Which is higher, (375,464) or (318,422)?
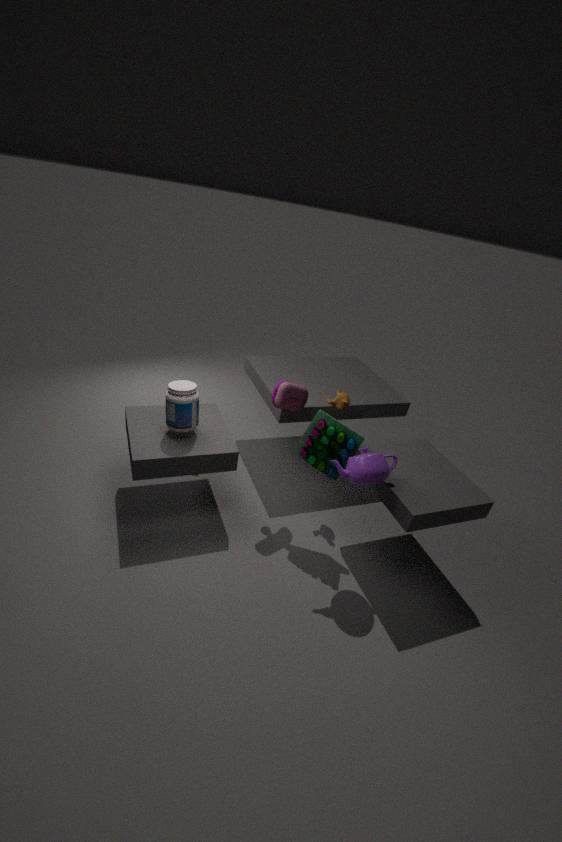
(375,464)
